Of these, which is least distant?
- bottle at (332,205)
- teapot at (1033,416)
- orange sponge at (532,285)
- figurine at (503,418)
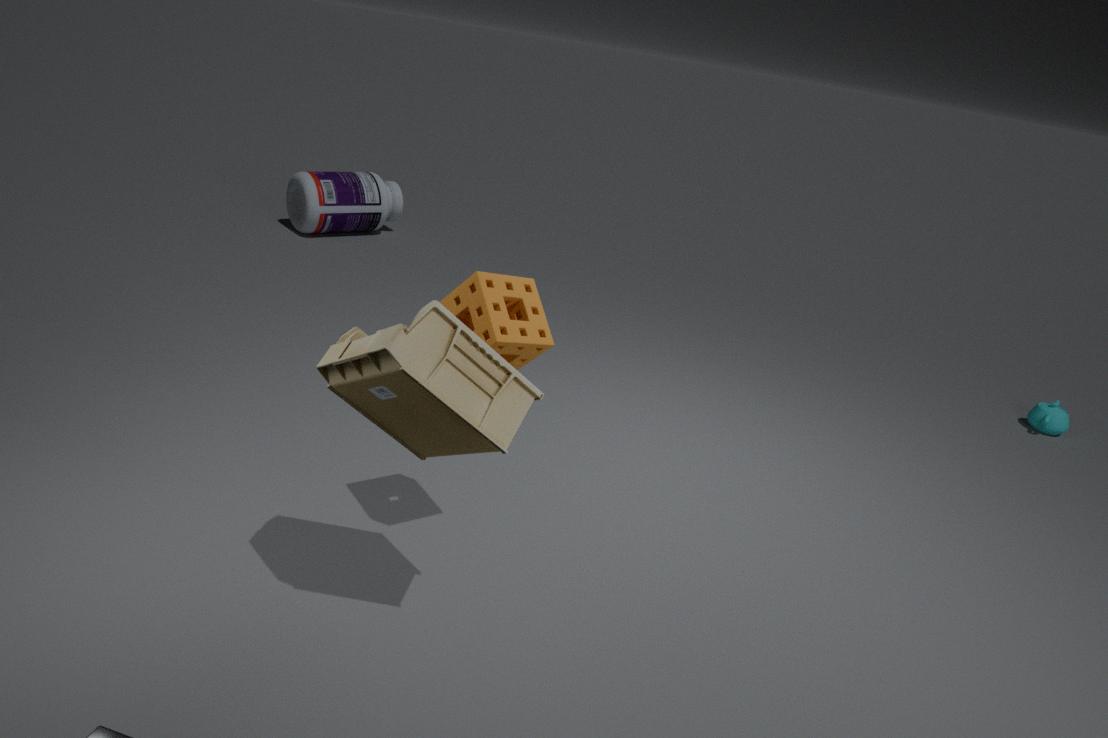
figurine at (503,418)
